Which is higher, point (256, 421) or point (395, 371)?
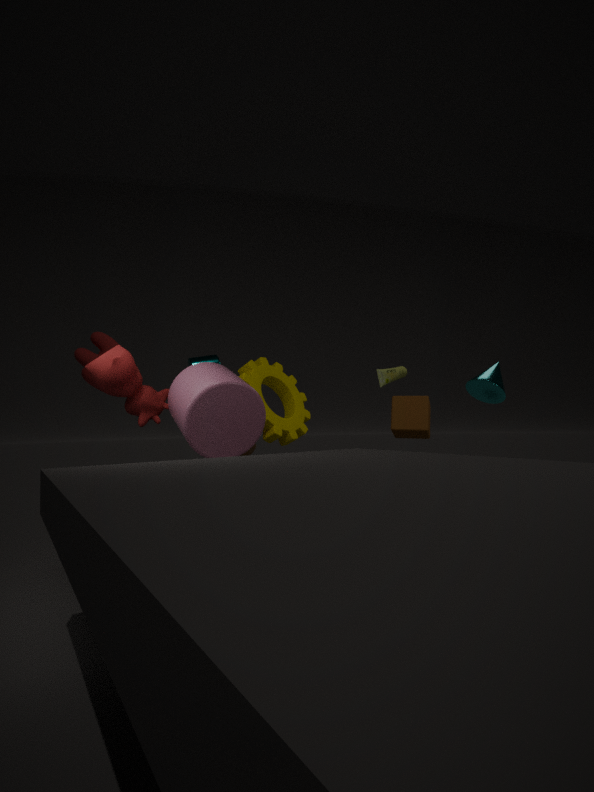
point (395, 371)
